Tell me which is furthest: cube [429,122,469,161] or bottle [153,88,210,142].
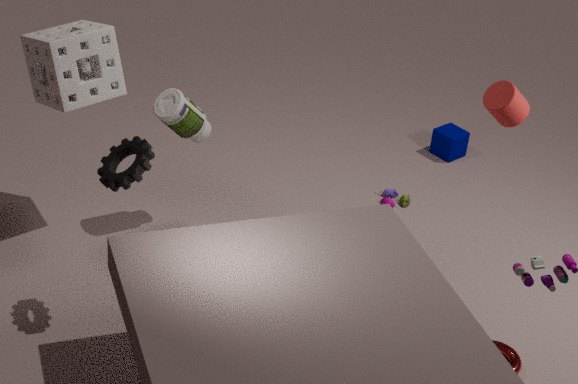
cube [429,122,469,161]
